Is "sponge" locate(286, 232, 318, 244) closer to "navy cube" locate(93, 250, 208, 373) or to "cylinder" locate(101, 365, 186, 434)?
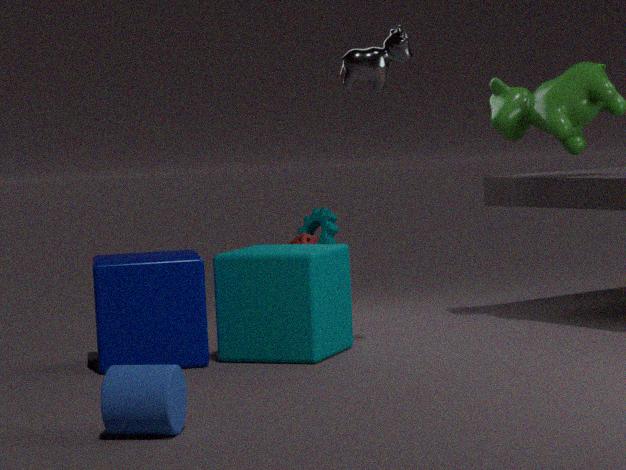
"navy cube" locate(93, 250, 208, 373)
